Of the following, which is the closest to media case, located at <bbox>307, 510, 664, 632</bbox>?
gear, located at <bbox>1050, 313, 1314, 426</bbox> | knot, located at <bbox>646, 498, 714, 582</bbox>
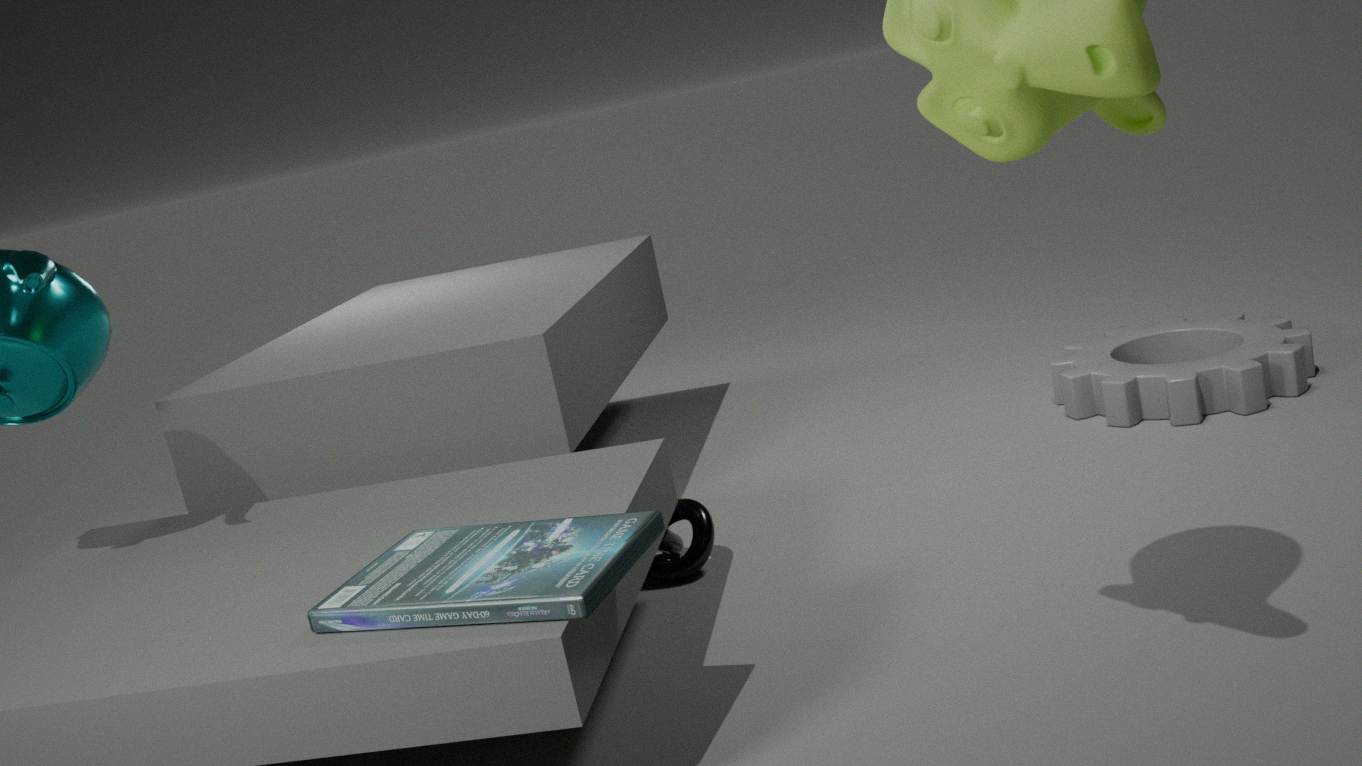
knot, located at <bbox>646, 498, 714, 582</bbox>
